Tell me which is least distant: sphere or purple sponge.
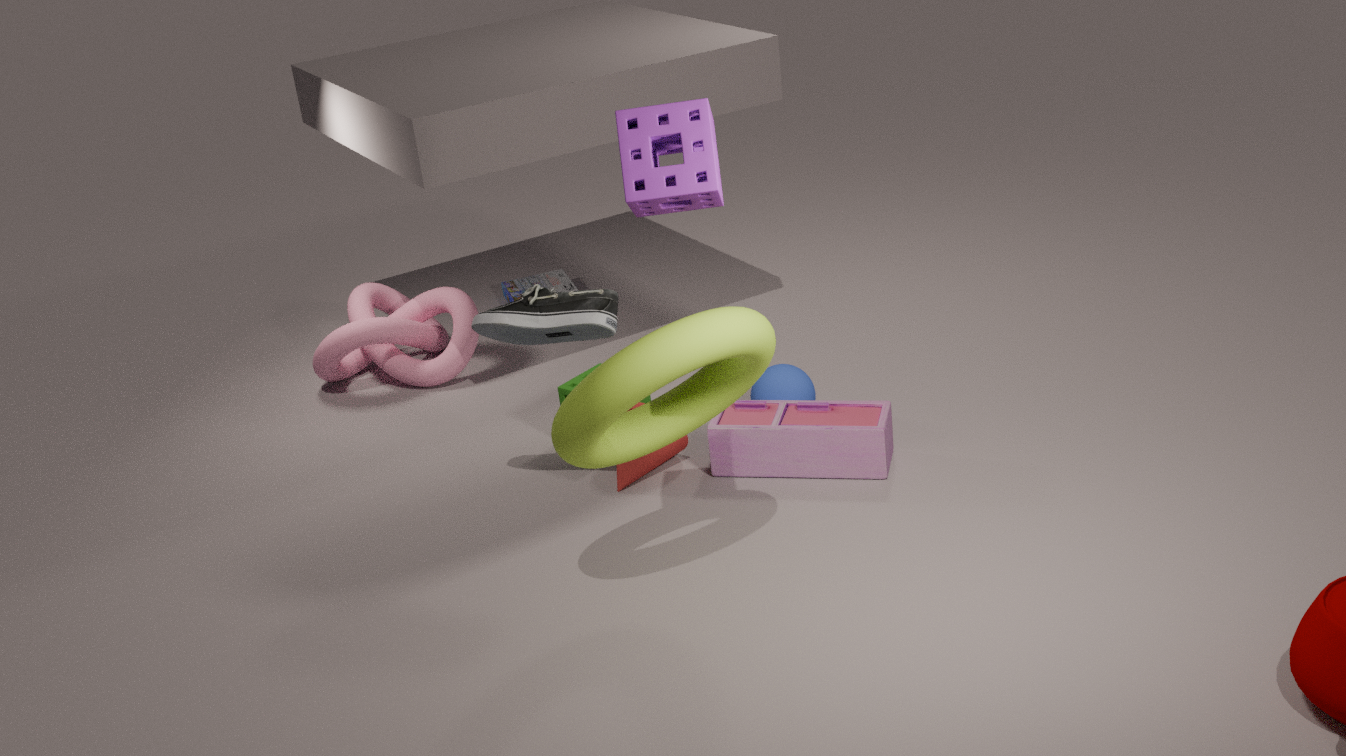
purple sponge
